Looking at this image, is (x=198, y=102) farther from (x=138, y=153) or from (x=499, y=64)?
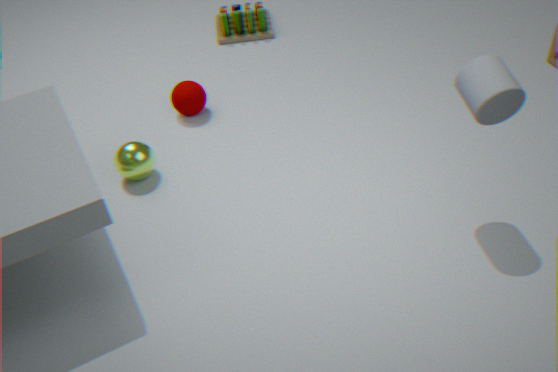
(x=499, y=64)
